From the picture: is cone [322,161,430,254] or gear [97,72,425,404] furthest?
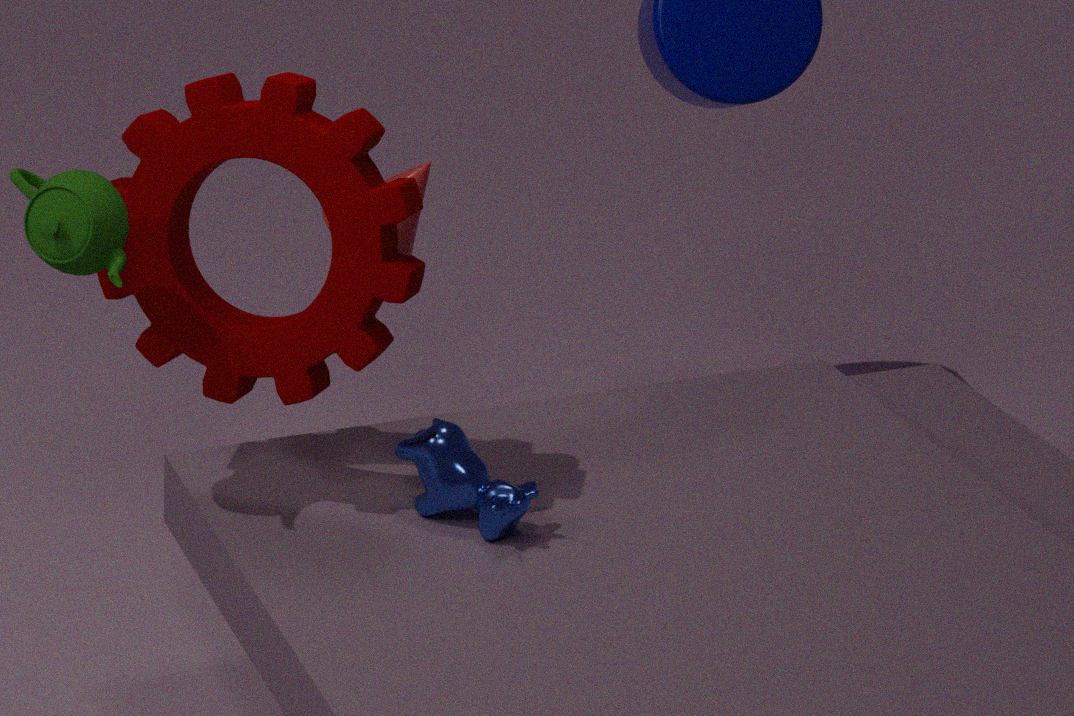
cone [322,161,430,254]
